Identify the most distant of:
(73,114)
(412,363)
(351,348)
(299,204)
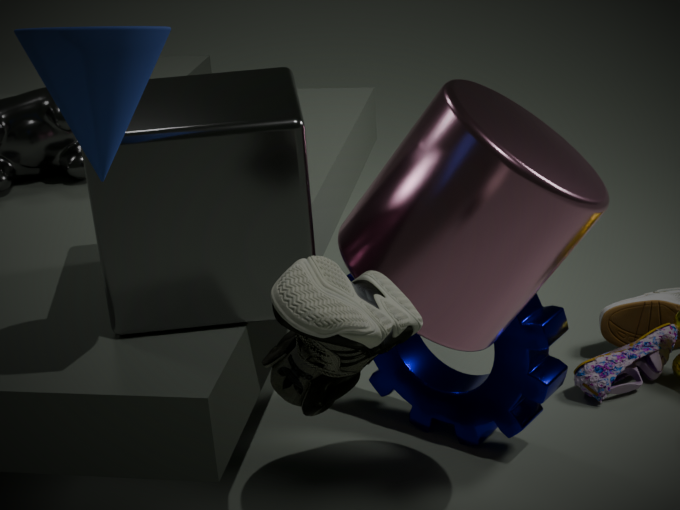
(412,363)
